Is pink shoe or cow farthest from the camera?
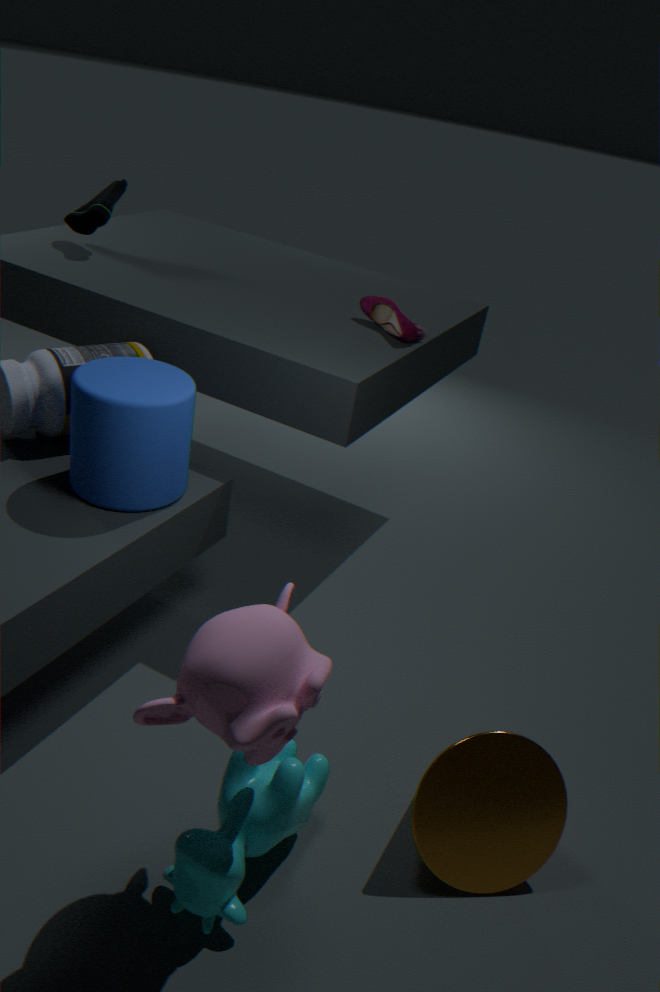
pink shoe
